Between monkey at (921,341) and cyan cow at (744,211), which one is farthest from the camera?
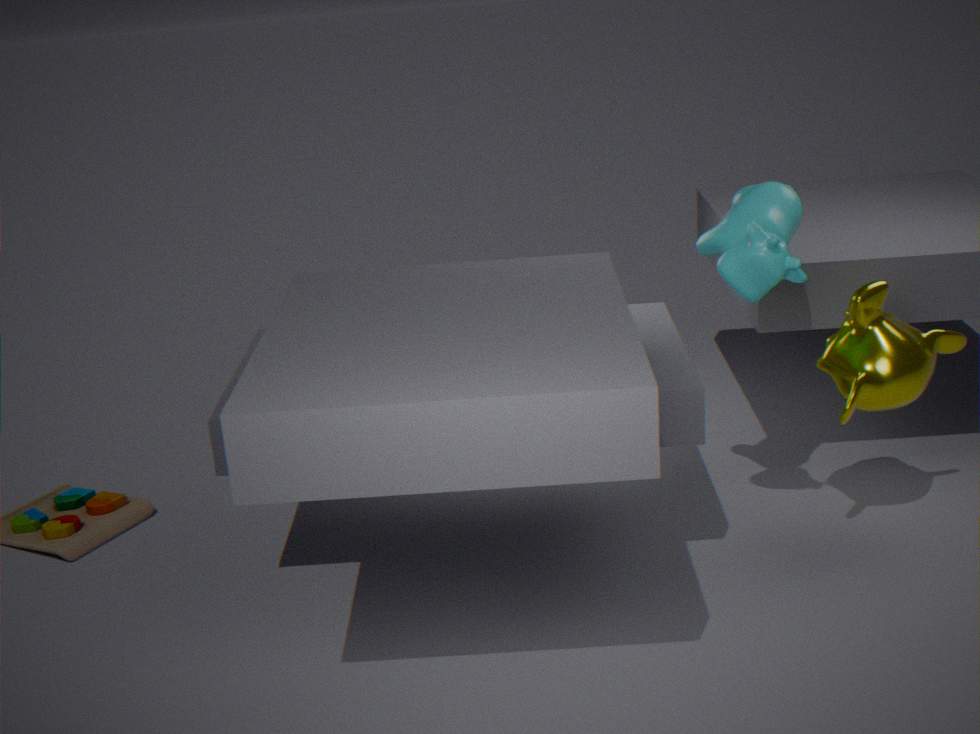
monkey at (921,341)
